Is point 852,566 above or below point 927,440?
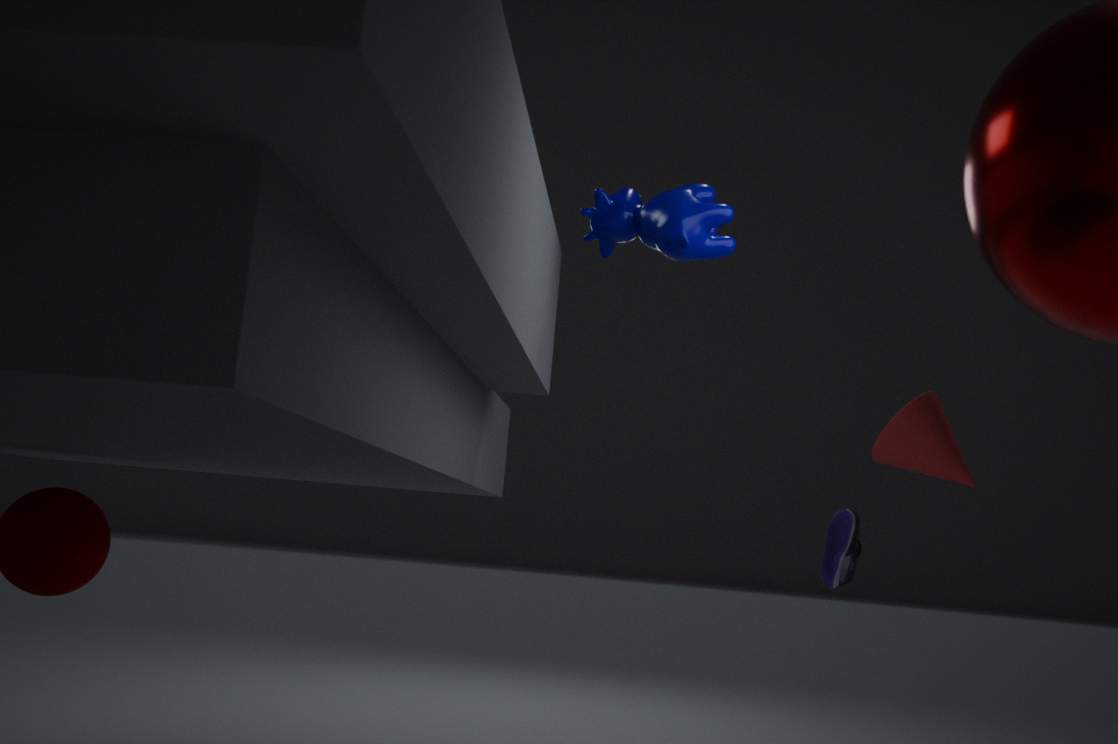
below
